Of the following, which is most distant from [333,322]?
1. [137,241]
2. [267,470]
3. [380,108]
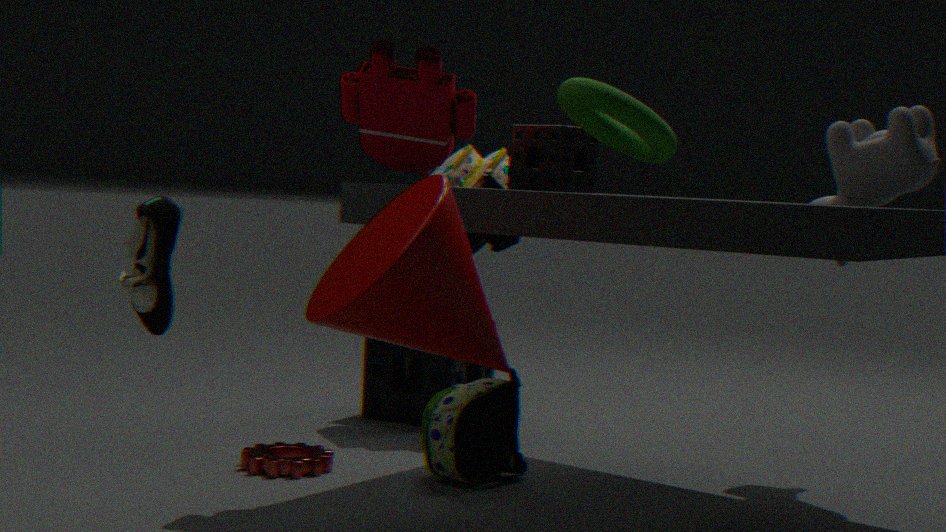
[267,470]
